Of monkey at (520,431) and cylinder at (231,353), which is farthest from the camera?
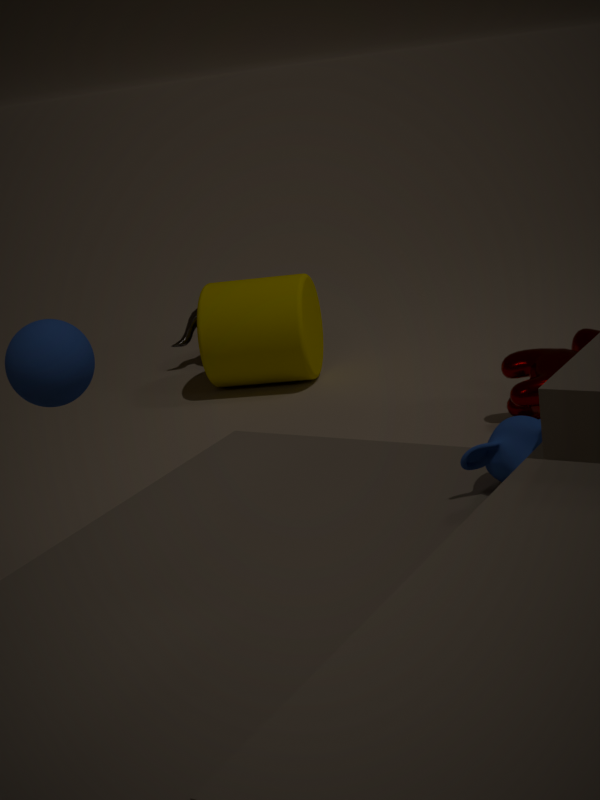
cylinder at (231,353)
